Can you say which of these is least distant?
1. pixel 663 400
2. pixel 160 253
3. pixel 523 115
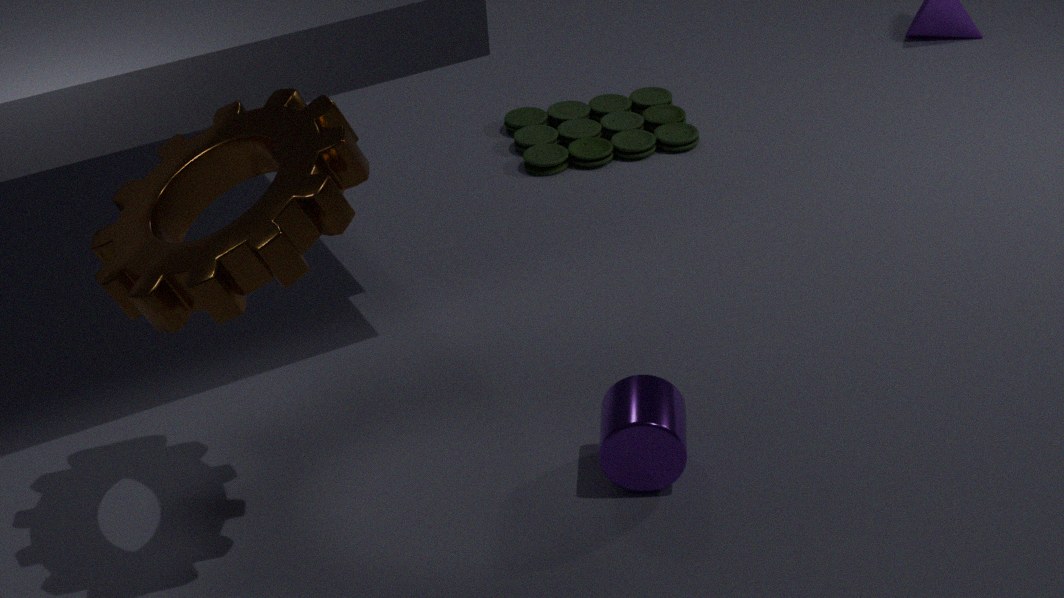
pixel 160 253
